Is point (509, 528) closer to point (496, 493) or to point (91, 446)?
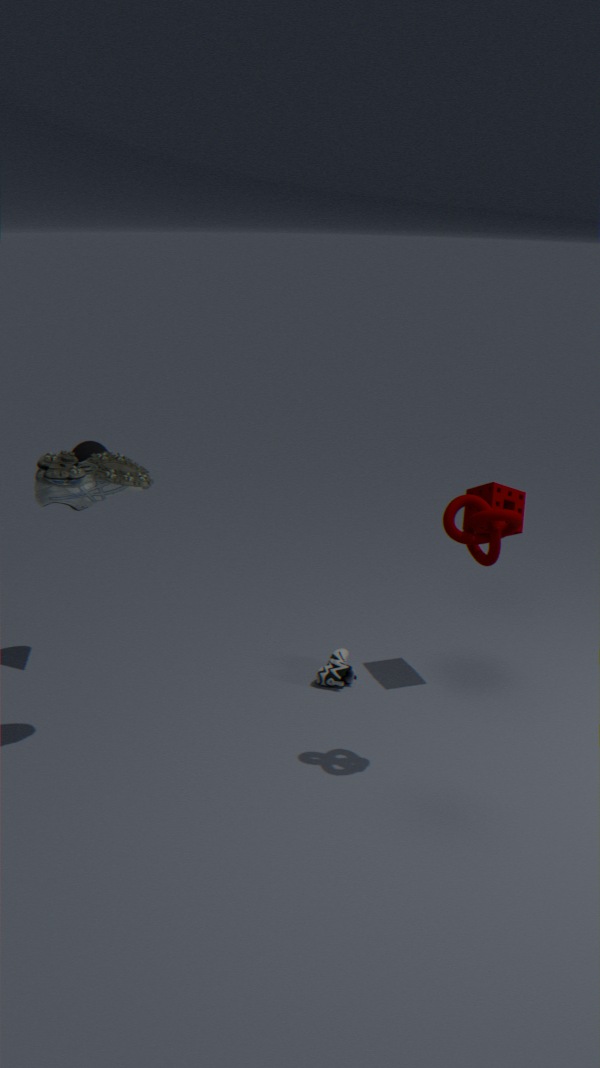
point (496, 493)
